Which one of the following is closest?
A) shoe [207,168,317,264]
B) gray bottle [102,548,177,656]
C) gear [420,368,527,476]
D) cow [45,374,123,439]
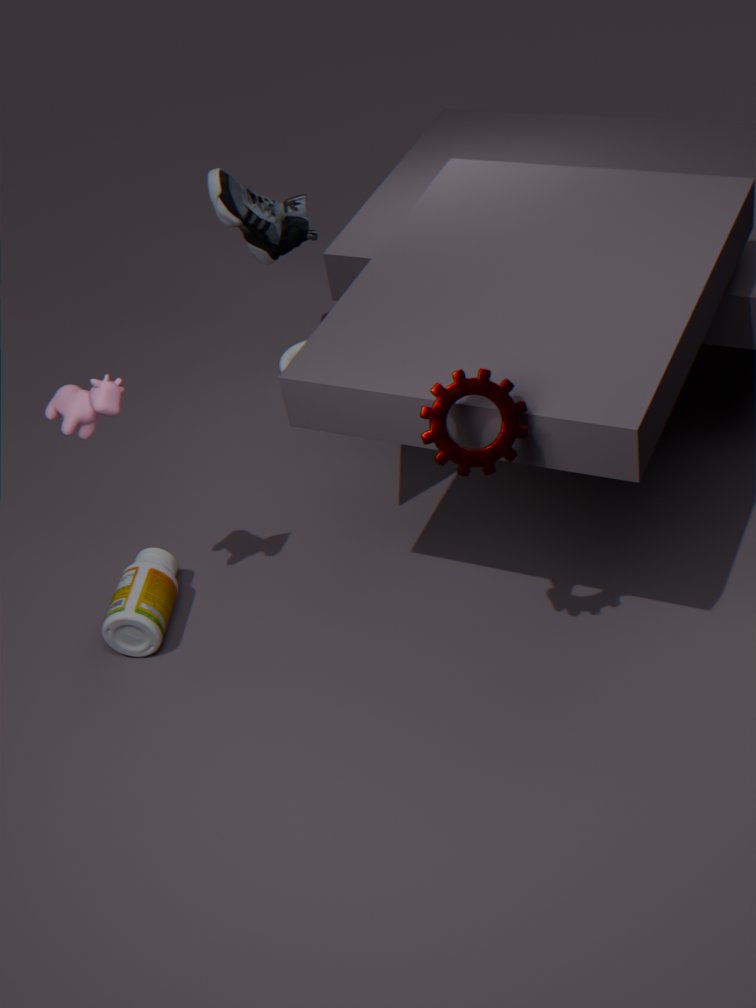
gear [420,368,527,476]
